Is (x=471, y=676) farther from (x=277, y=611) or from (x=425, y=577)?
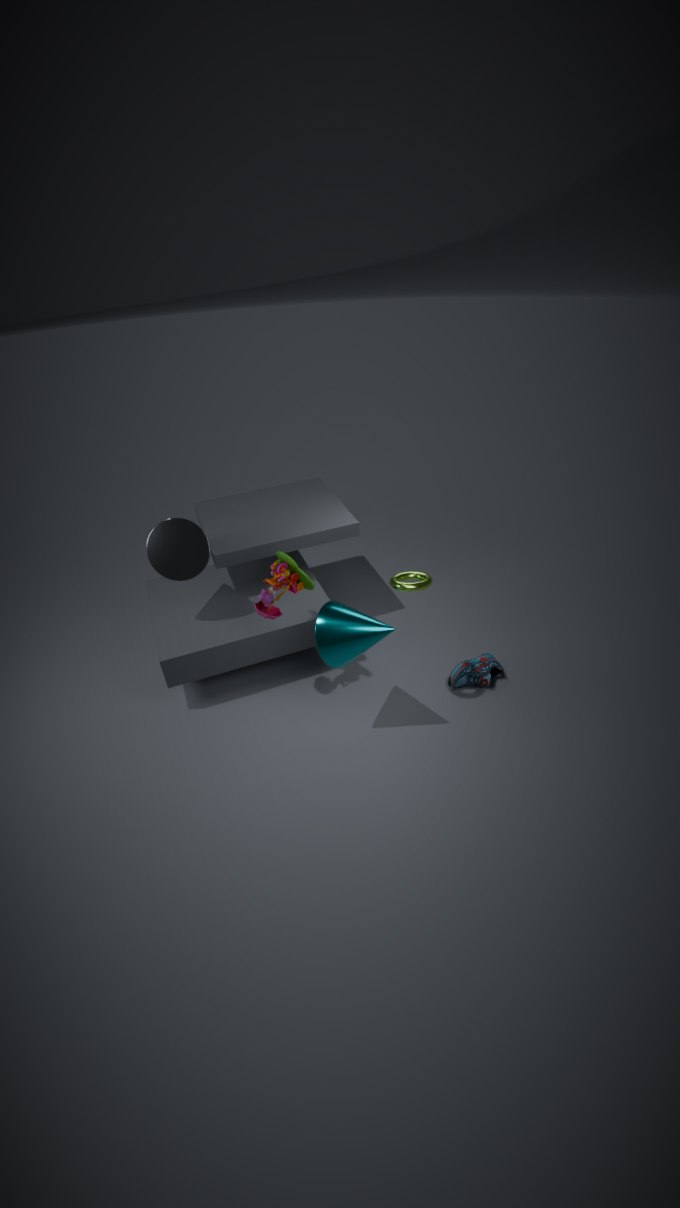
(x=277, y=611)
